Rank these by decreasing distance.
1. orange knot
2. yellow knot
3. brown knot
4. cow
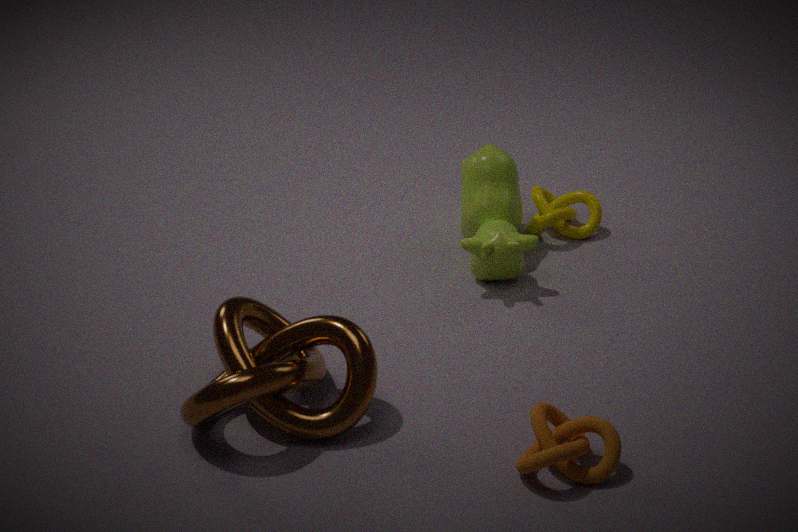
1. yellow knot
2. cow
3. brown knot
4. orange knot
